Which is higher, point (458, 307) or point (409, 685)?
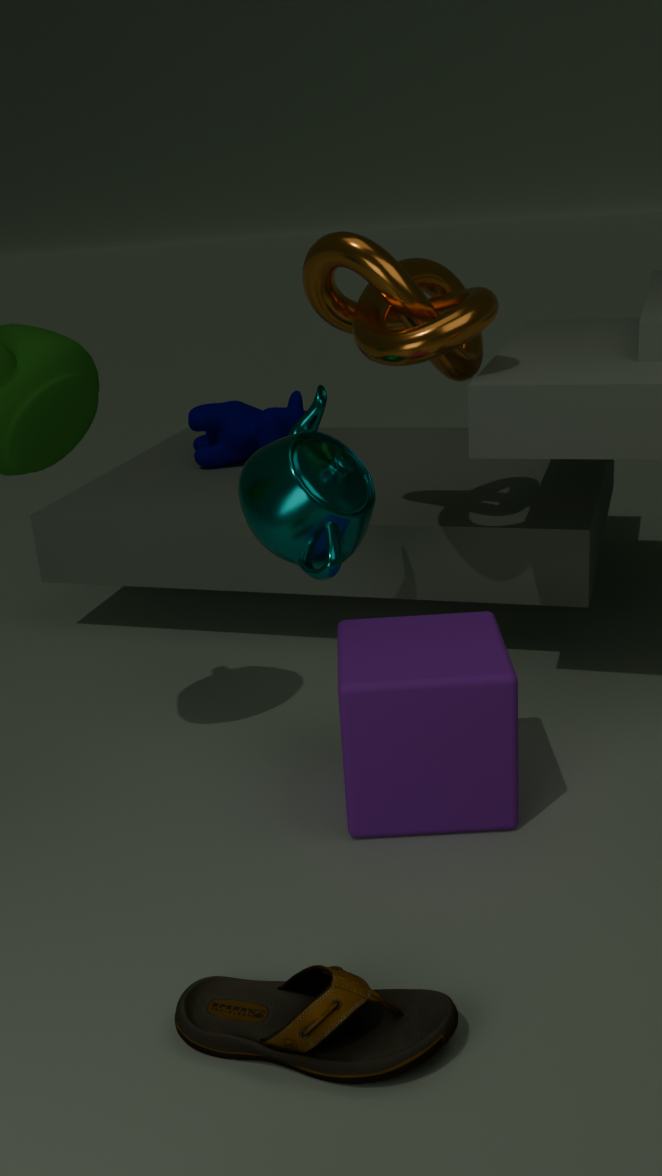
point (458, 307)
